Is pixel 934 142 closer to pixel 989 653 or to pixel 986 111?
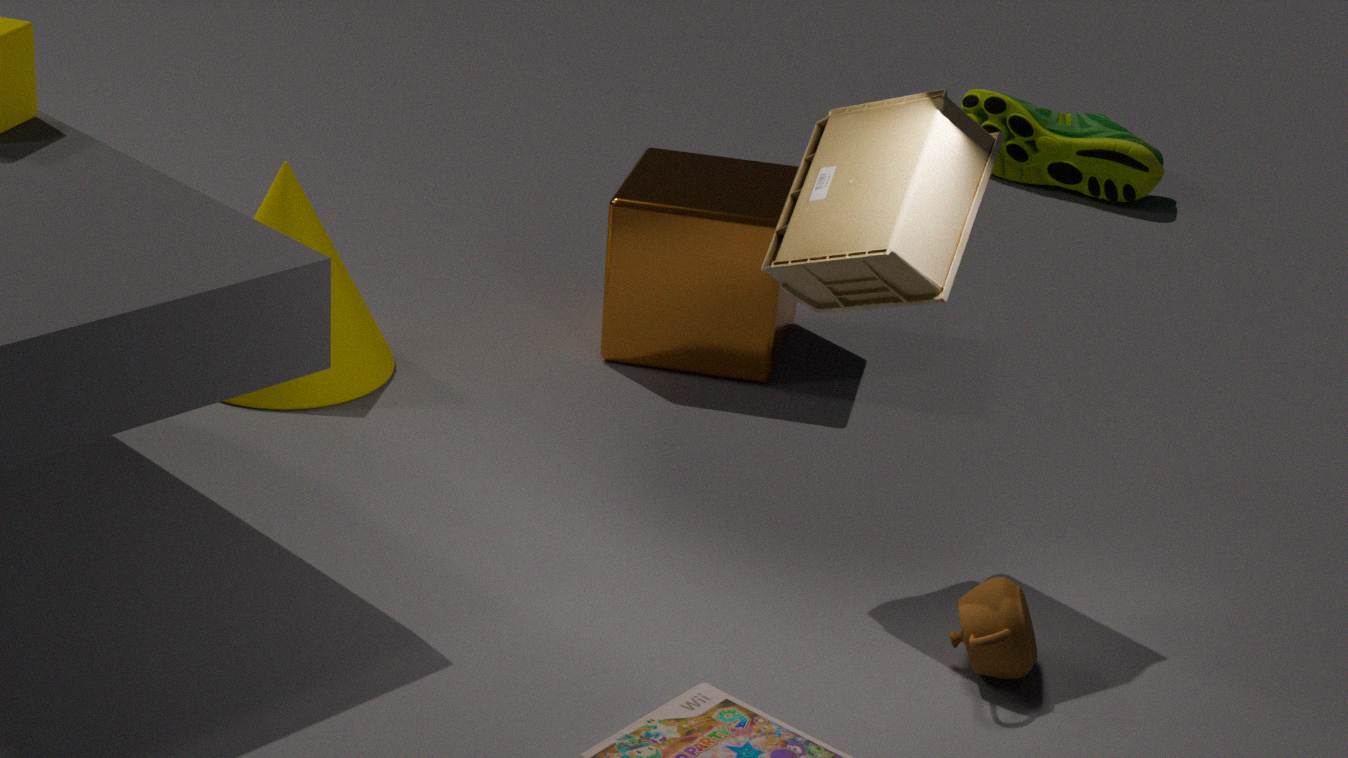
pixel 989 653
